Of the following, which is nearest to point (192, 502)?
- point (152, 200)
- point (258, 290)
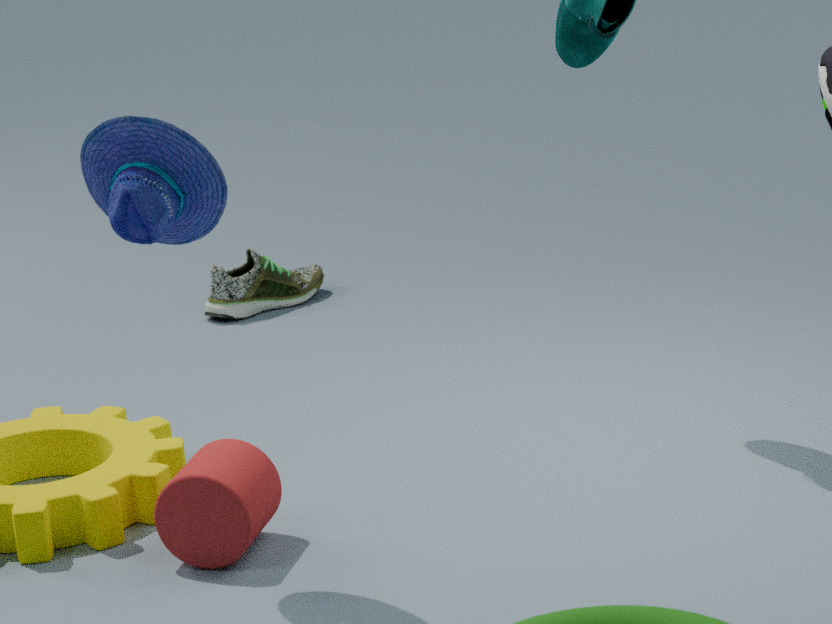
point (152, 200)
